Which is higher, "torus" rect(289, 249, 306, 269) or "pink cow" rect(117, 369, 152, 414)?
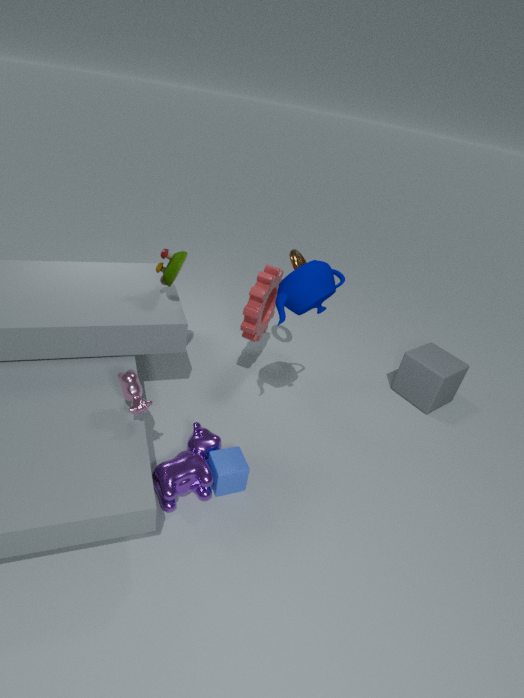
"torus" rect(289, 249, 306, 269)
